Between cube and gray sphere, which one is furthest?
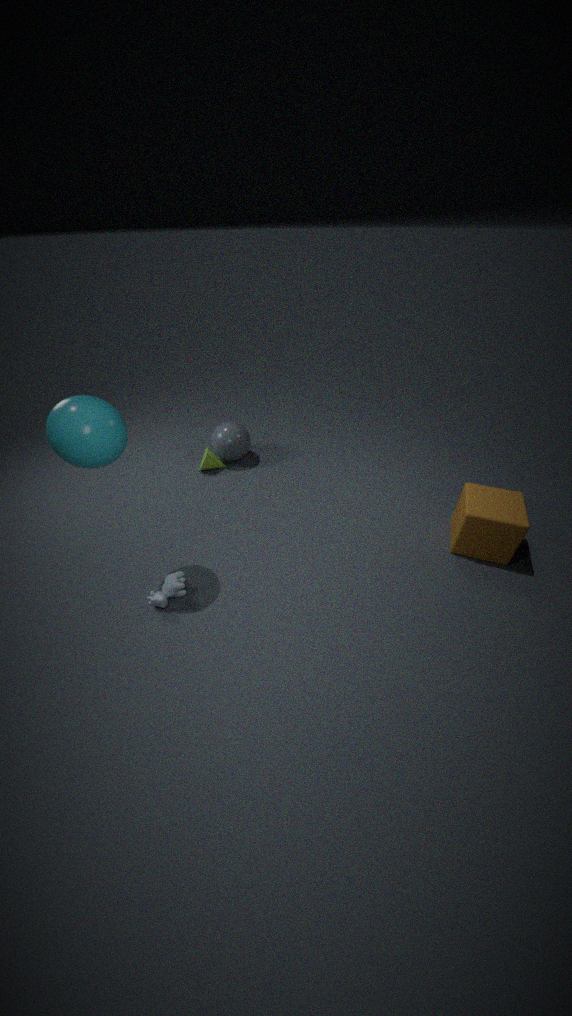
gray sphere
